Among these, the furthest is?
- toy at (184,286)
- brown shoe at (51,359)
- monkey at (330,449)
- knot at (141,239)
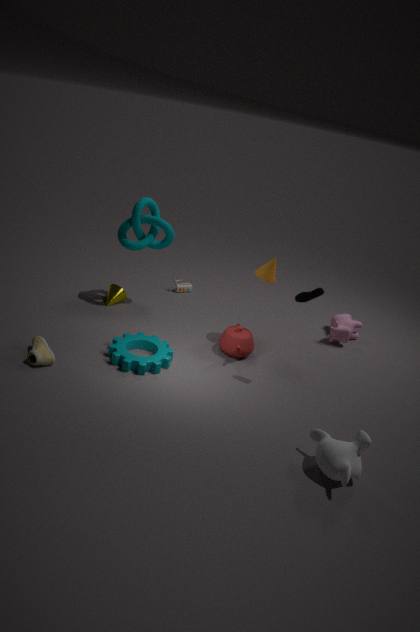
toy at (184,286)
